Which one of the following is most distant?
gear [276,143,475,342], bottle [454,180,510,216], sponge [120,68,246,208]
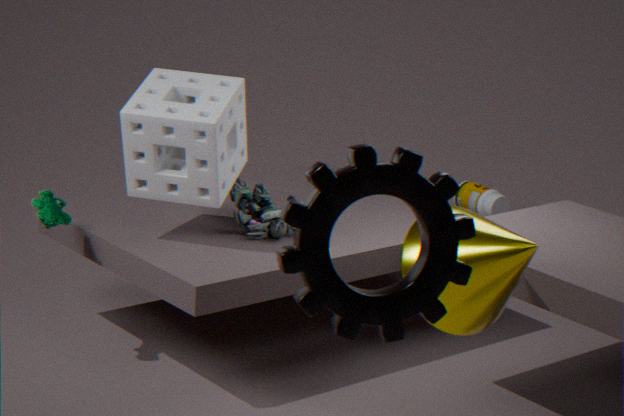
bottle [454,180,510,216]
